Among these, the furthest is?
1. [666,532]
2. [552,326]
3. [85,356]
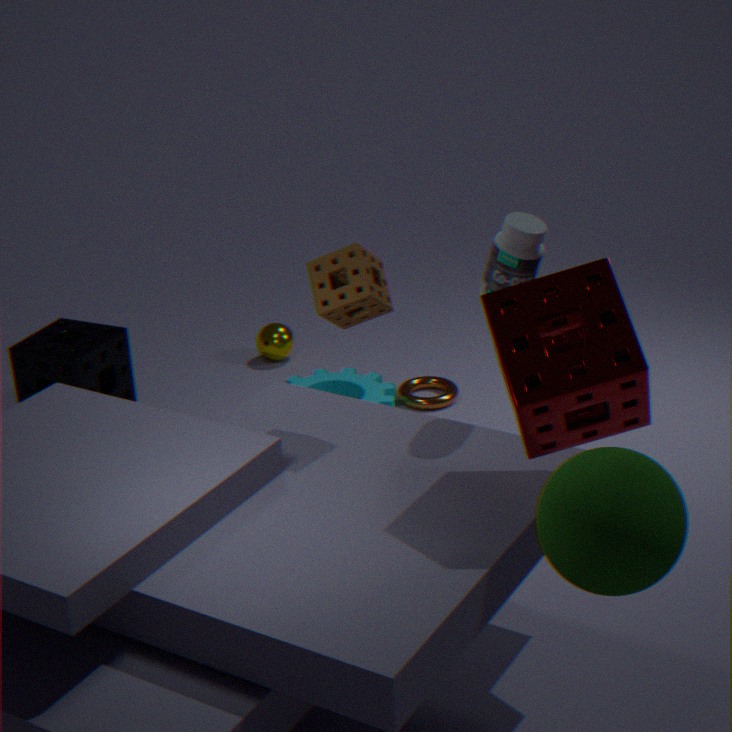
[85,356]
